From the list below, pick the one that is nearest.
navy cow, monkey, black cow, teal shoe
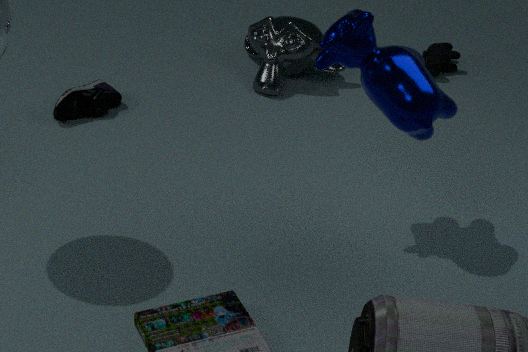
navy cow
